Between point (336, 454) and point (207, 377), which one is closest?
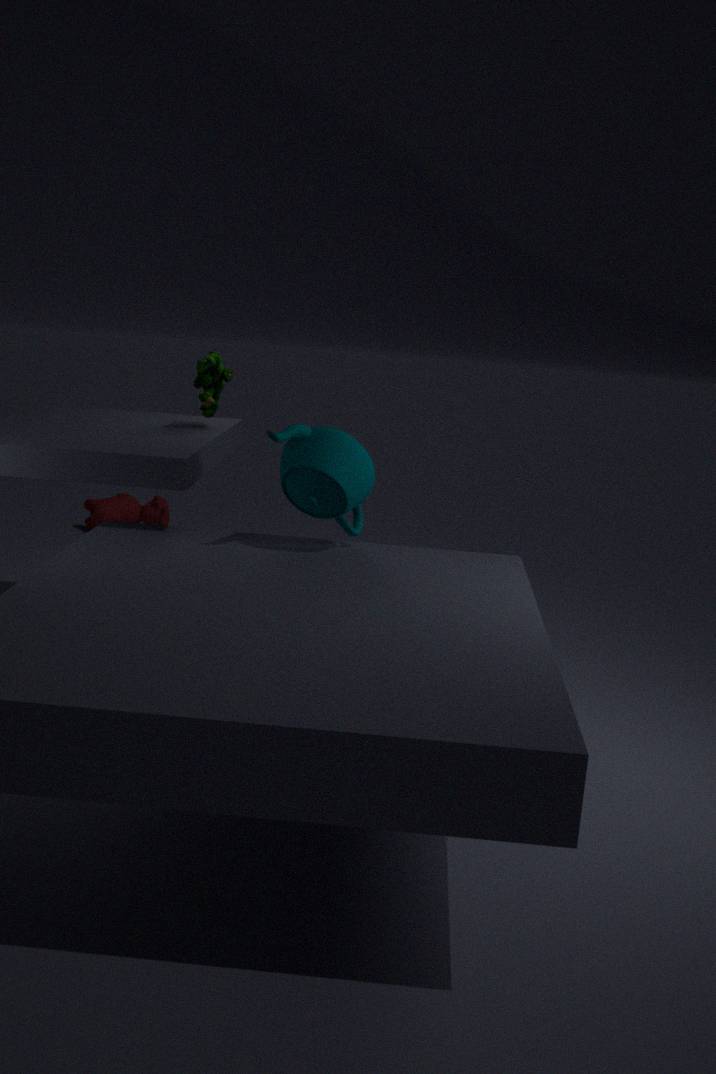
point (336, 454)
